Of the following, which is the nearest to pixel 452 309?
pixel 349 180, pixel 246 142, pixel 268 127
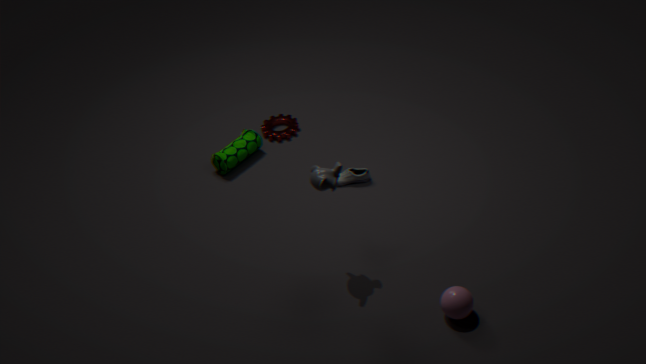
pixel 349 180
